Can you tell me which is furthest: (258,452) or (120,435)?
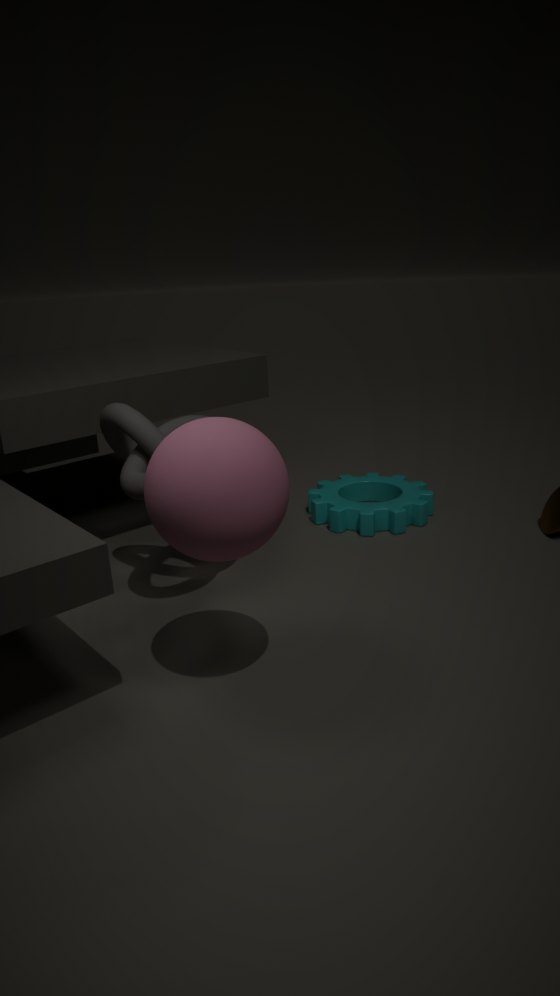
(120,435)
